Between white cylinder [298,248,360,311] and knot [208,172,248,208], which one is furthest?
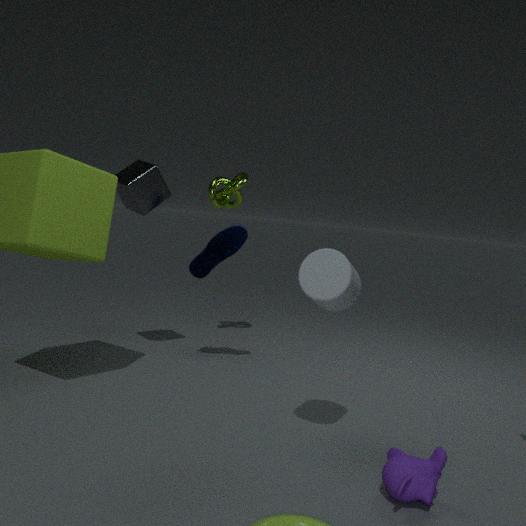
knot [208,172,248,208]
